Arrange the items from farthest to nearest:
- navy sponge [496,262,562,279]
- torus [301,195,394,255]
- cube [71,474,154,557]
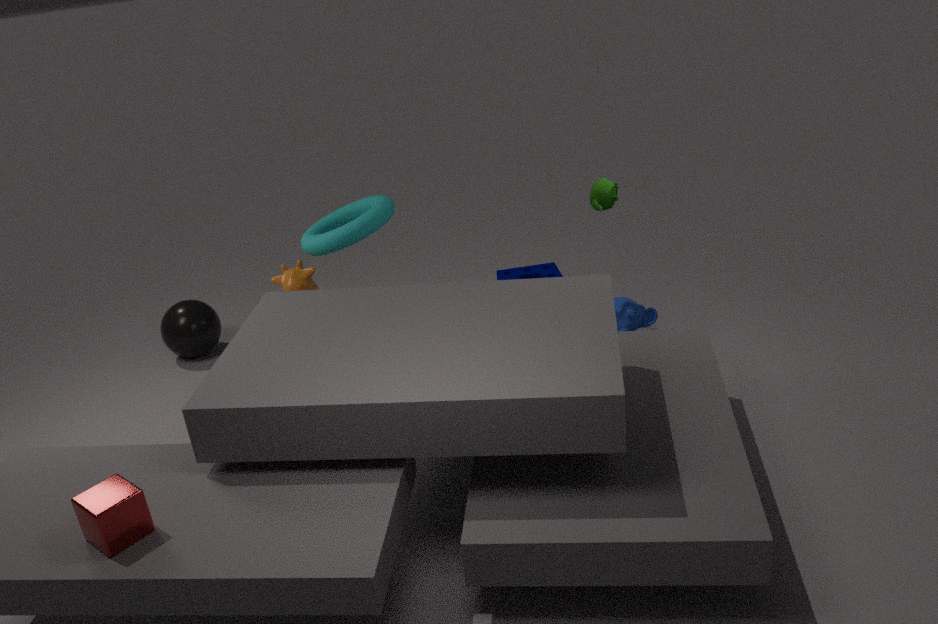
navy sponge [496,262,562,279] < torus [301,195,394,255] < cube [71,474,154,557]
